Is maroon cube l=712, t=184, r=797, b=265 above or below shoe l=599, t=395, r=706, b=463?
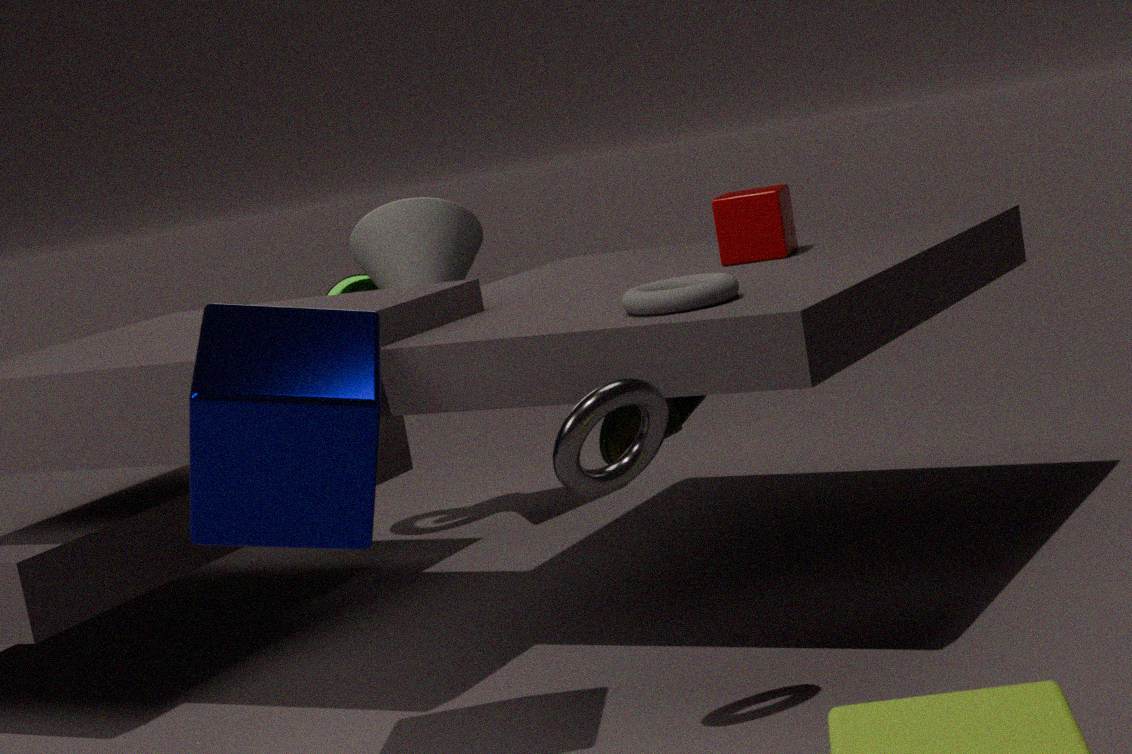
above
